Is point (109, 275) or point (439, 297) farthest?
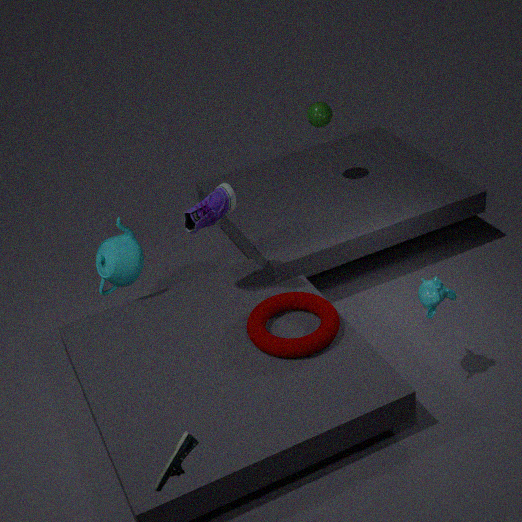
point (109, 275)
